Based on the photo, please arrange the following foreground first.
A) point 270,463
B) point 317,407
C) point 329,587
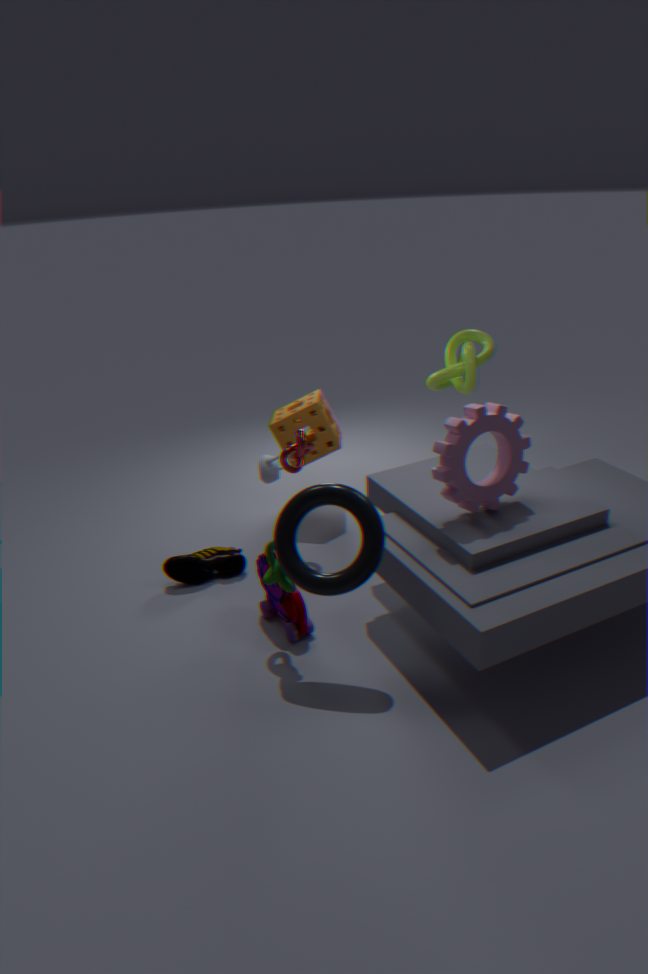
point 329,587, point 270,463, point 317,407
